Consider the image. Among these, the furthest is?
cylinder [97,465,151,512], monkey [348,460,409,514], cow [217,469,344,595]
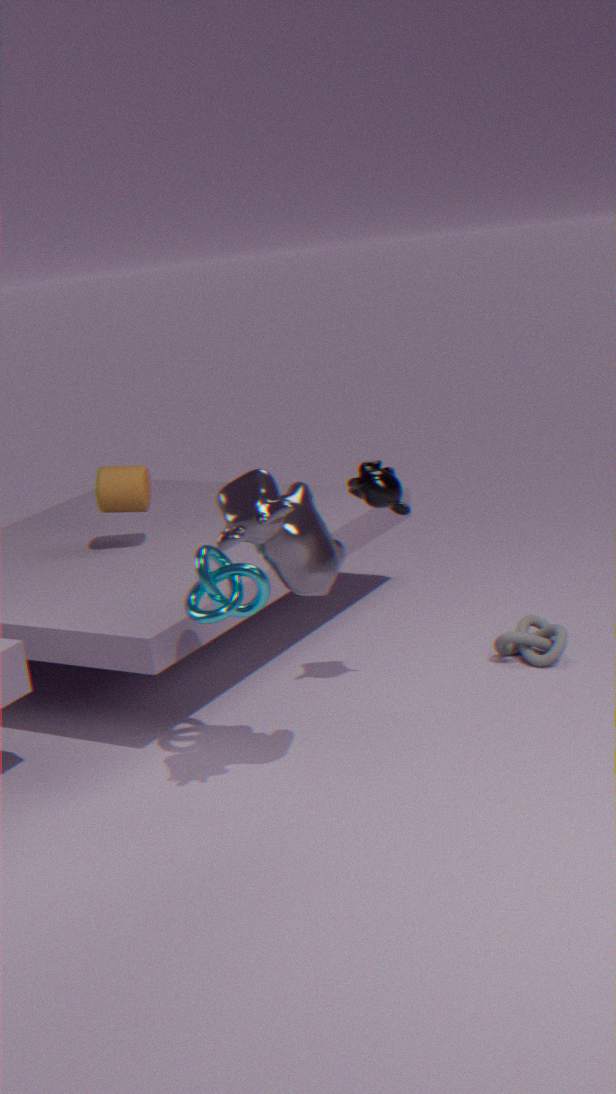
cylinder [97,465,151,512]
